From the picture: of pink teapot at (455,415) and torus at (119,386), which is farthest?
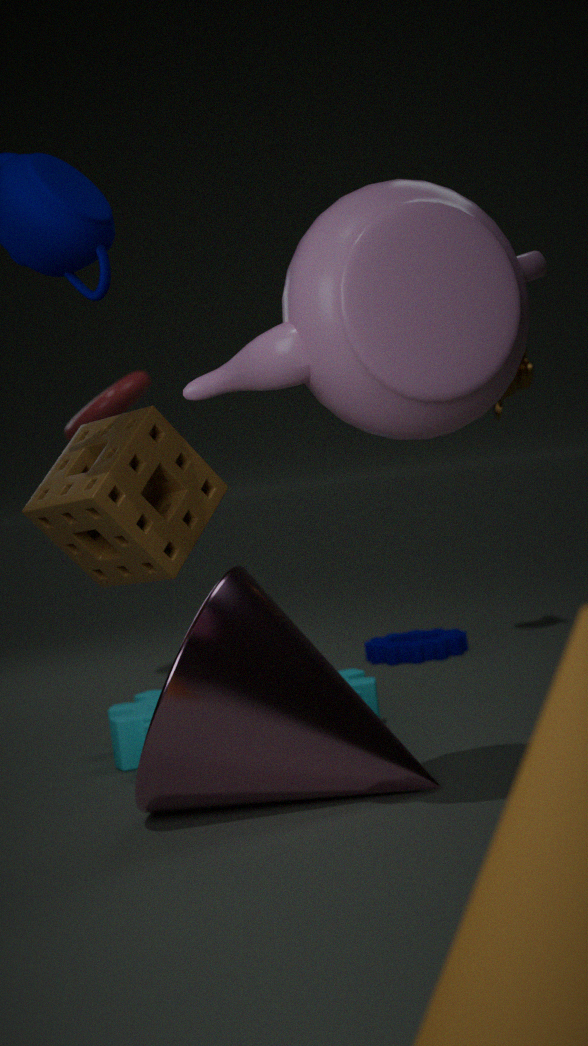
torus at (119,386)
